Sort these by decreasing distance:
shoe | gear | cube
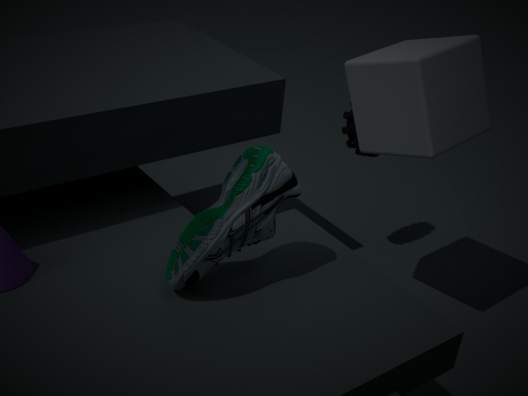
1. gear
2. cube
3. shoe
